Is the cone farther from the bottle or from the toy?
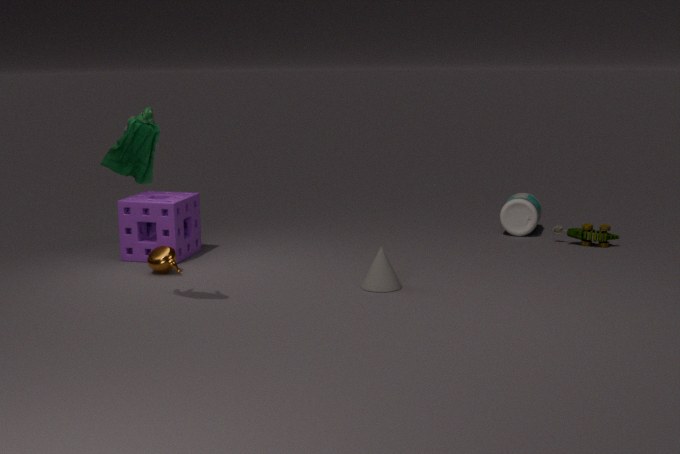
the toy
